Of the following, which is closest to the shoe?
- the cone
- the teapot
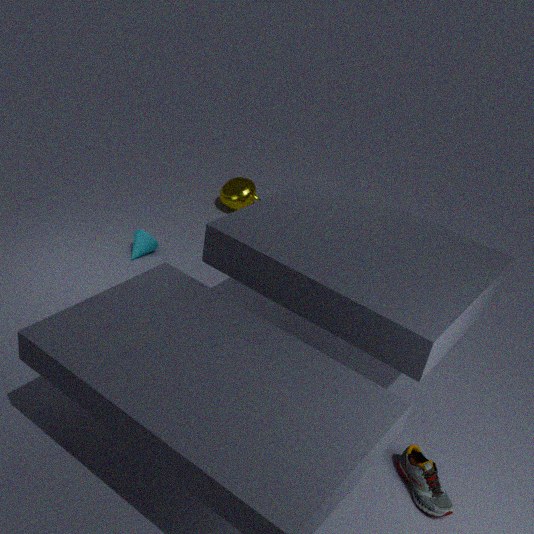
the cone
